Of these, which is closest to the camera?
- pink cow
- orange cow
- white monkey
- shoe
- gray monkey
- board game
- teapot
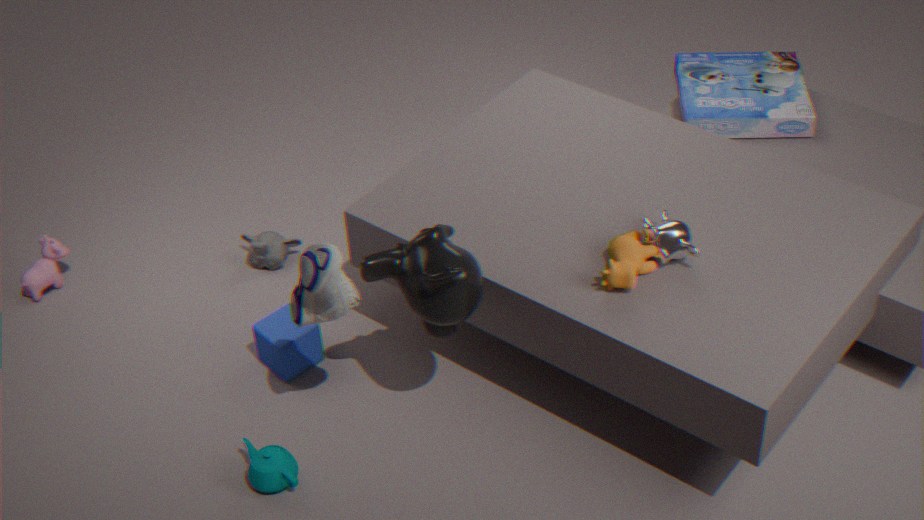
shoe
